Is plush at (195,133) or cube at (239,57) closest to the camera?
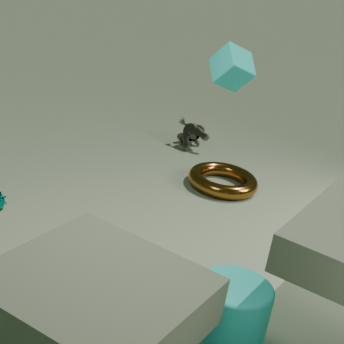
cube at (239,57)
